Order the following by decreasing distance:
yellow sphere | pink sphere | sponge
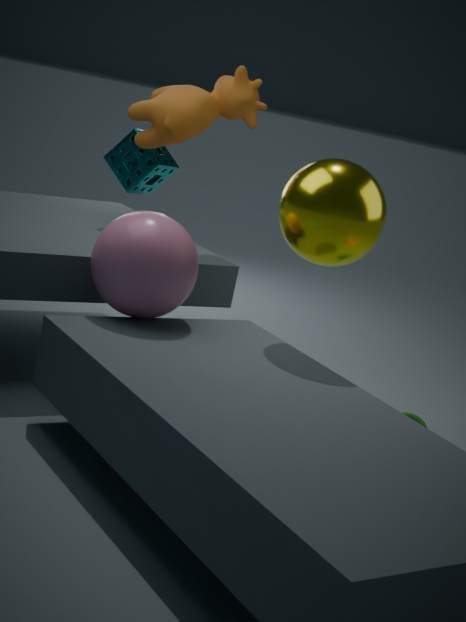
1. sponge
2. yellow sphere
3. pink sphere
